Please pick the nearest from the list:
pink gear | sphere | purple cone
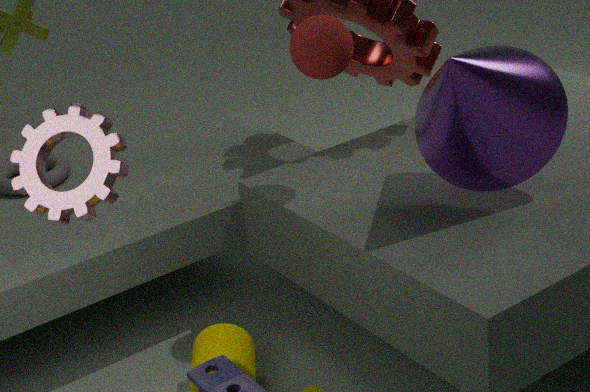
pink gear
